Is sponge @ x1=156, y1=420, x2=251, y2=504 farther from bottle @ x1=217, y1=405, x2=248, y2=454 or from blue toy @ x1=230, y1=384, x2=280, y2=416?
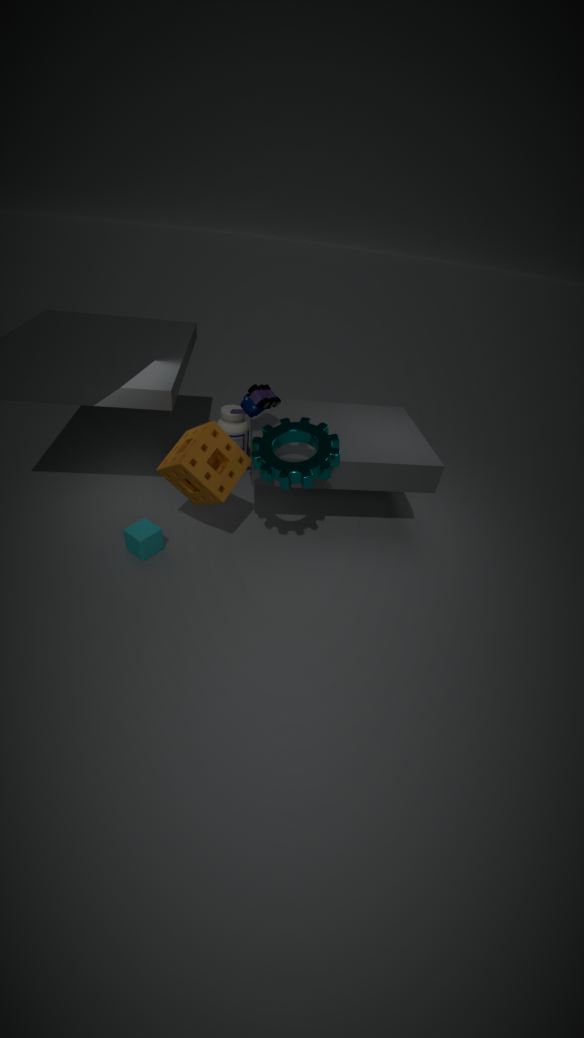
bottle @ x1=217, y1=405, x2=248, y2=454
